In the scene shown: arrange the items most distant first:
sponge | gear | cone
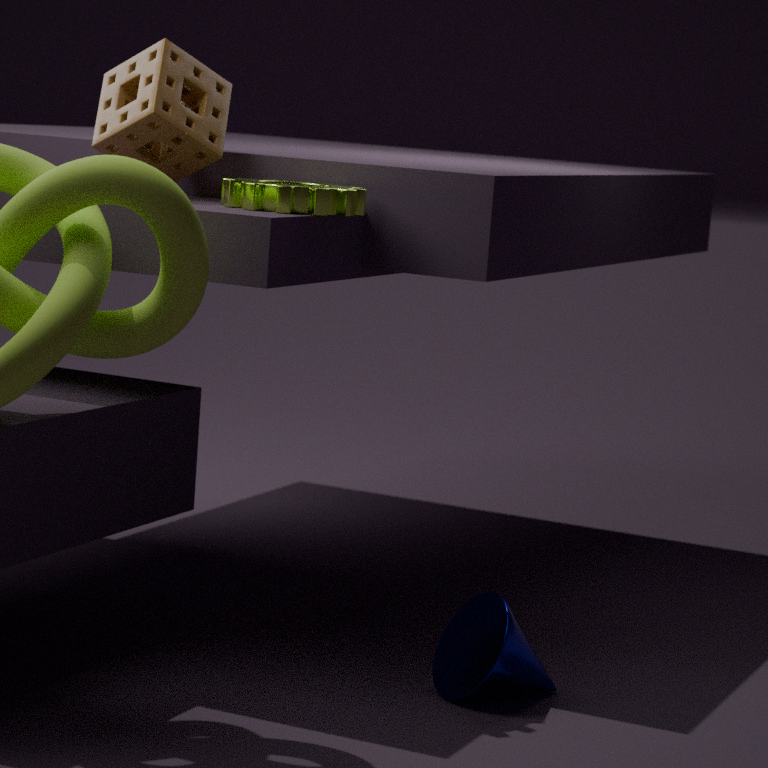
sponge < gear < cone
